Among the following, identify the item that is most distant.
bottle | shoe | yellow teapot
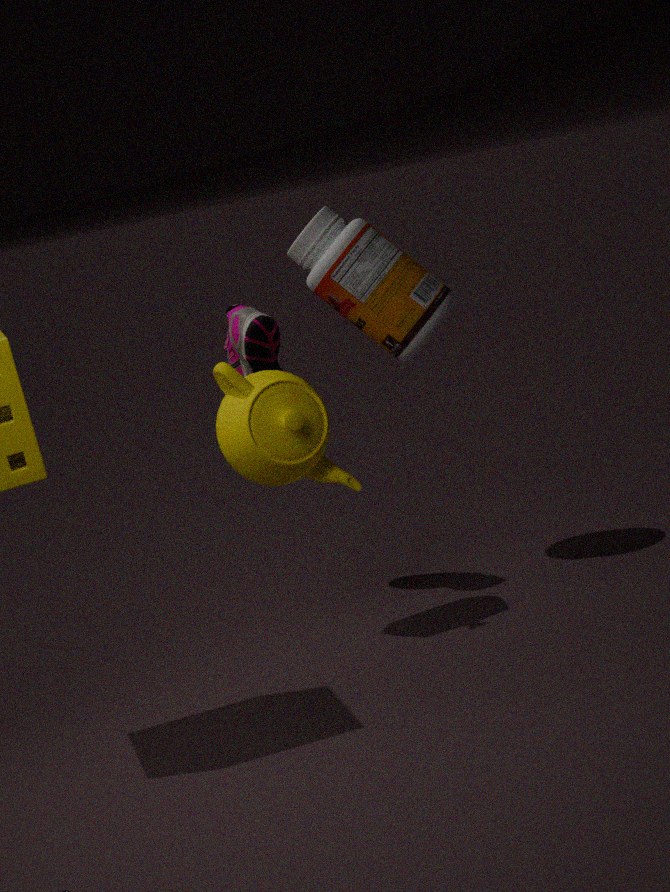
bottle
